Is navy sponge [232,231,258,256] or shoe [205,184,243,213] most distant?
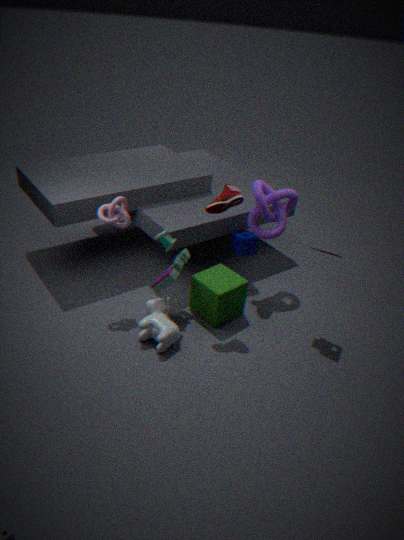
navy sponge [232,231,258,256]
